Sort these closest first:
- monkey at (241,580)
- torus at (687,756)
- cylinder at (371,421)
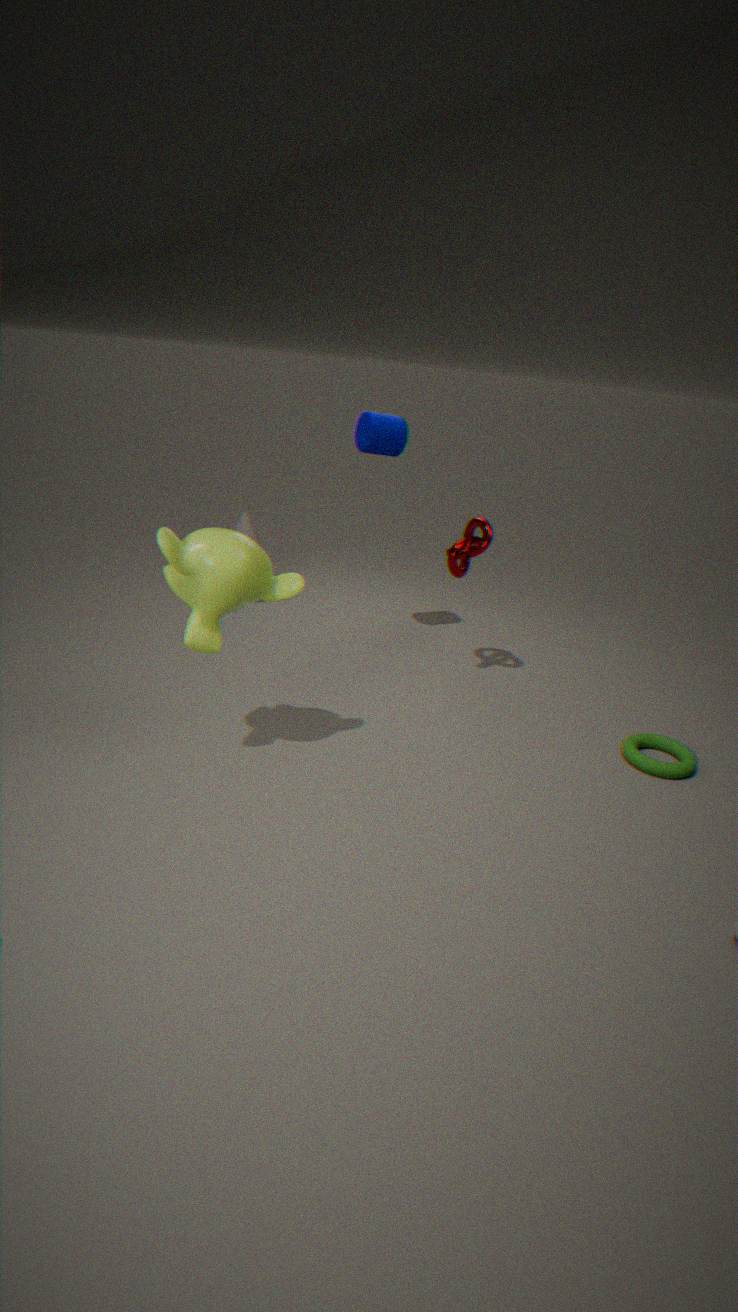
monkey at (241,580)
torus at (687,756)
cylinder at (371,421)
